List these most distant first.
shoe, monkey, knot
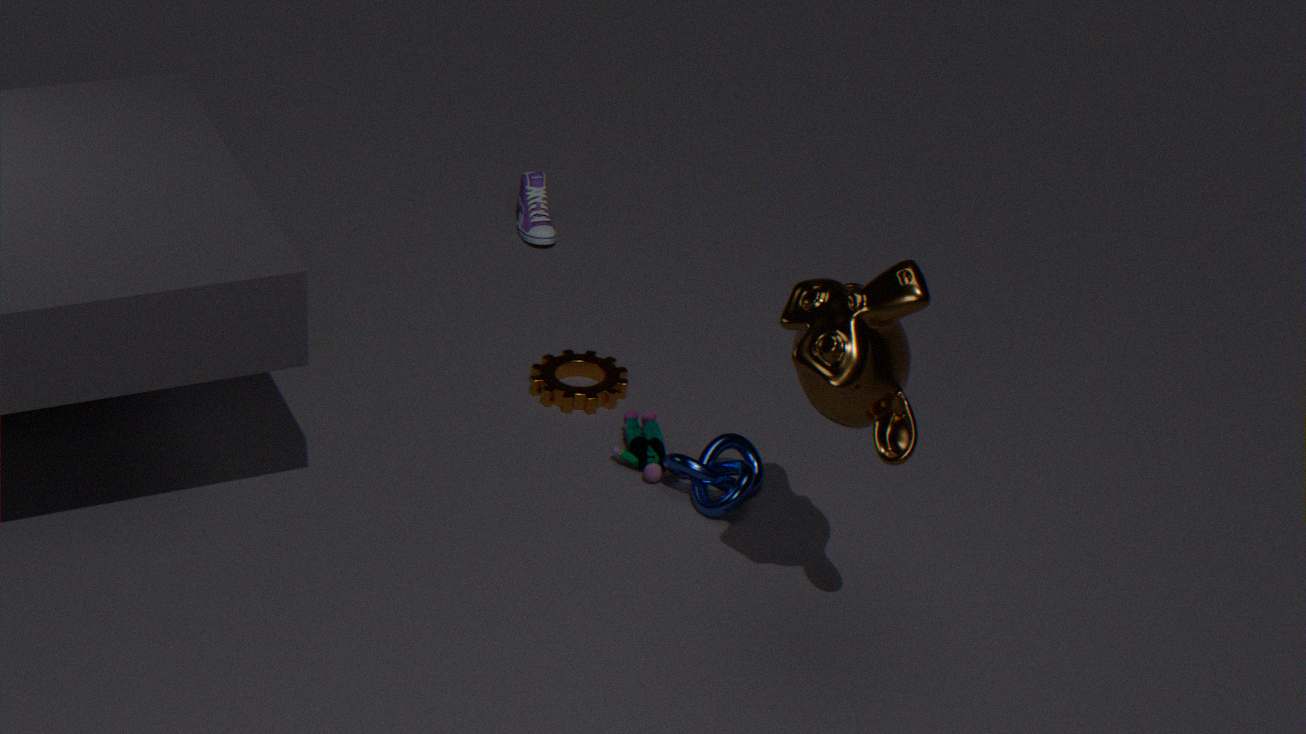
shoe
knot
monkey
